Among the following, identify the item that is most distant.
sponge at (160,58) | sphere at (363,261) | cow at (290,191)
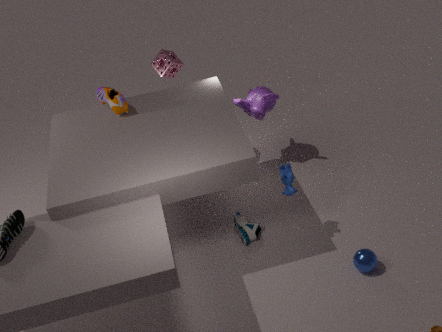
A: sponge at (160,58)
